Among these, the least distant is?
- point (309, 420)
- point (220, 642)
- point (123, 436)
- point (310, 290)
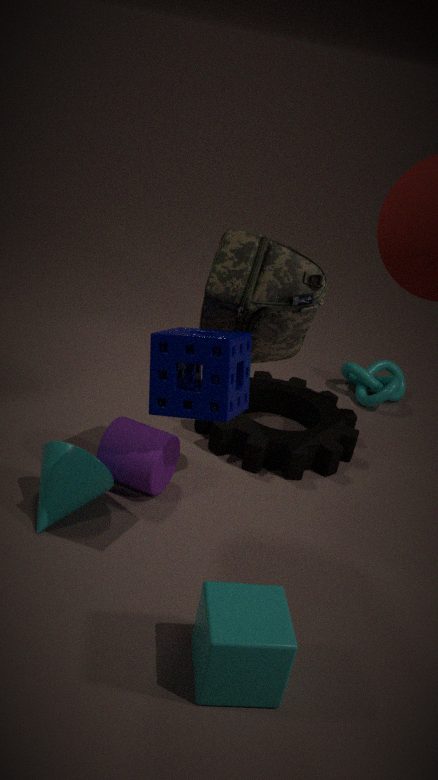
point (220, 642)
